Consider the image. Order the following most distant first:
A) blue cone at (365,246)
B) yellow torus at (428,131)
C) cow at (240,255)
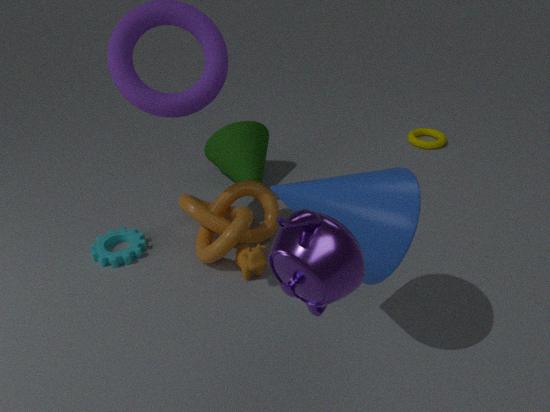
yellow torus at (428,131) → cow at (240,255) → blue cone at (365,246)
